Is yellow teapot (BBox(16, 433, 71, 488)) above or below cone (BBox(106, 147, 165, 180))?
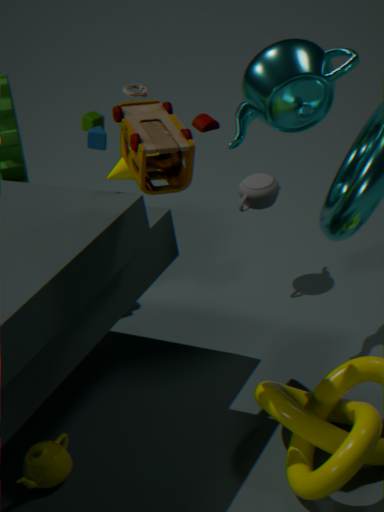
below
